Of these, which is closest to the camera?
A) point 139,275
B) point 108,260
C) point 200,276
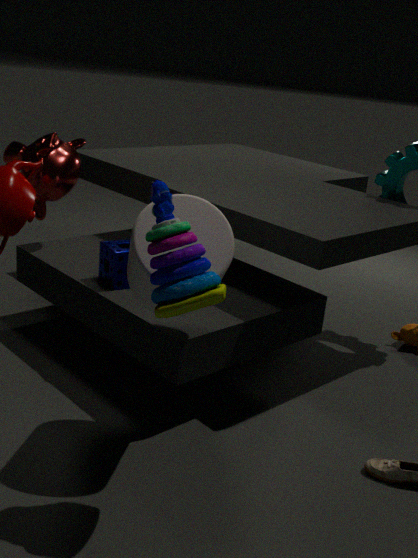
C. point 200,276
